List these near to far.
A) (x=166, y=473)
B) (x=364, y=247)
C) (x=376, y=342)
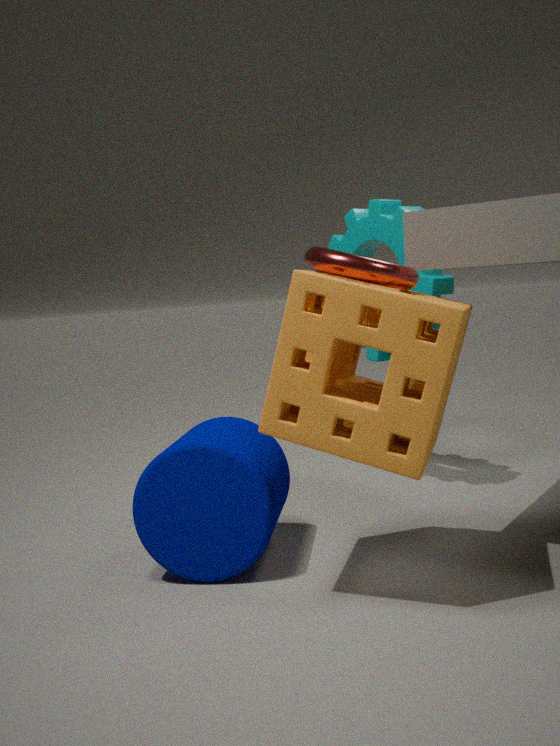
1. (x=376, y=342)
2. (x=166, y=473)
3. (x=364, y=247)
